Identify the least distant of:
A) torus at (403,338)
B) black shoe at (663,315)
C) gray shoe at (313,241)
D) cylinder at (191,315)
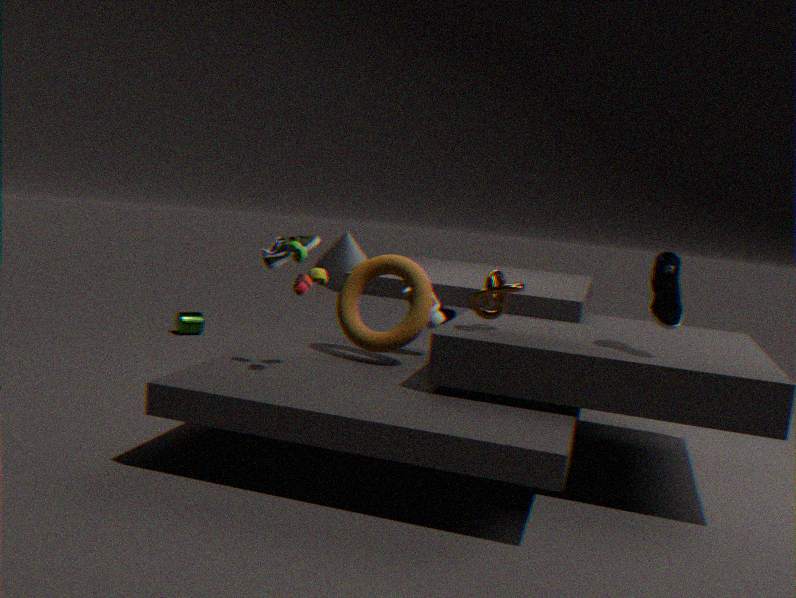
black shoe at (663,315)
